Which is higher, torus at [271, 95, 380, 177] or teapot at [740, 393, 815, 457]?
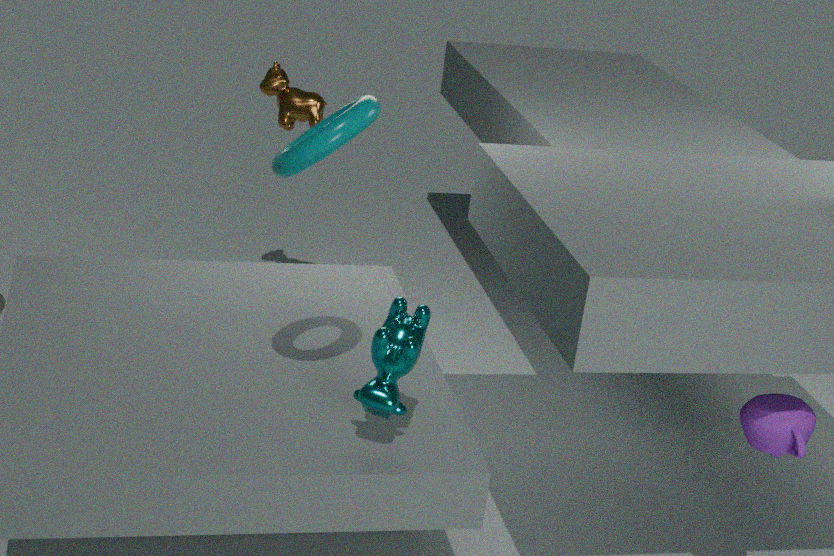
torus at [271, 95, 380, 177]
